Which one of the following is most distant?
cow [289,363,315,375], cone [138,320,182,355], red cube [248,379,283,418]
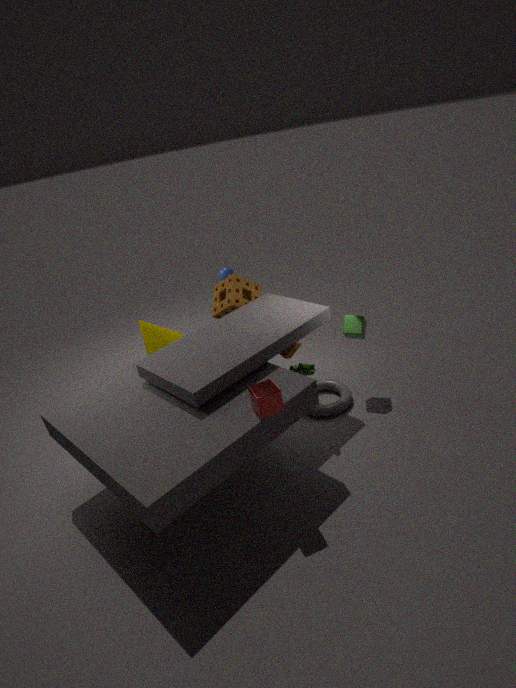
cone [138,320,182,355]
